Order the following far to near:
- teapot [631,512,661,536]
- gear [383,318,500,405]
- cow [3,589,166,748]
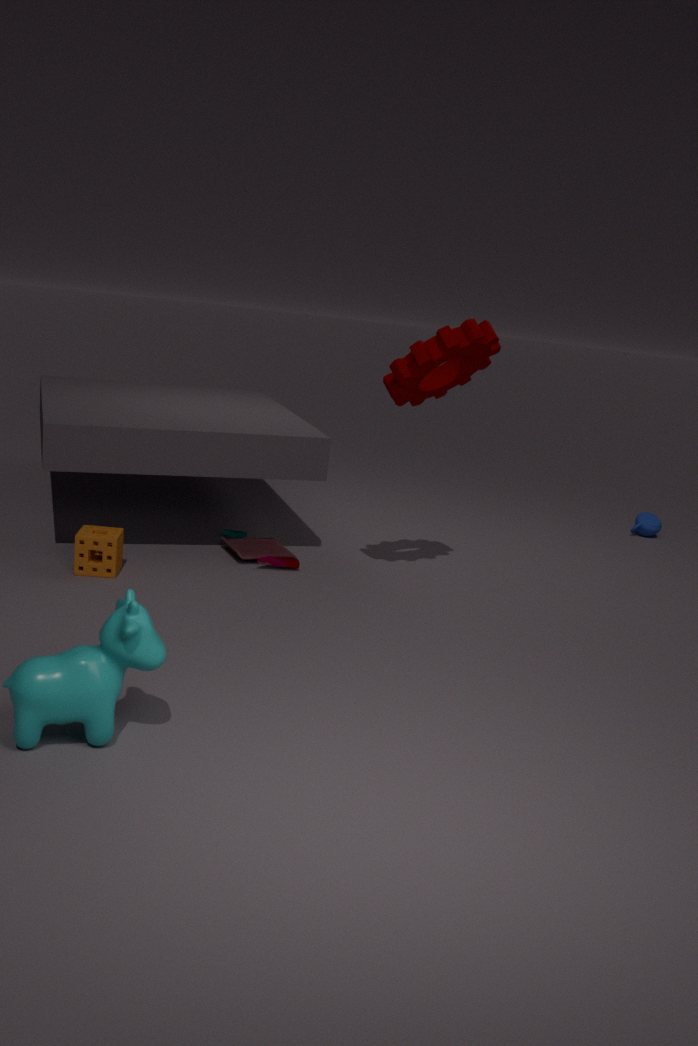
teapot [631,512,661,536]
gear [383,318,500,405]
cow [3,589,166,748]
